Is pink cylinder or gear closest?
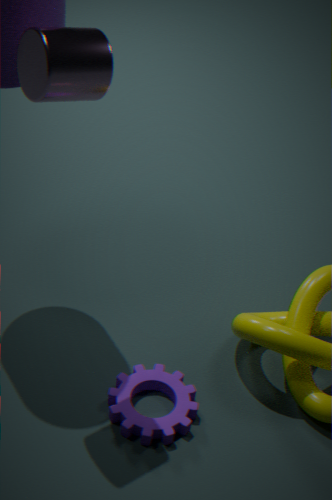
pink cylinder
